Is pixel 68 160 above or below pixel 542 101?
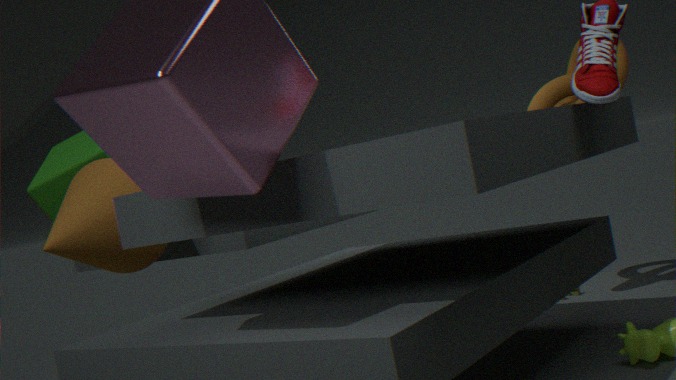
above
